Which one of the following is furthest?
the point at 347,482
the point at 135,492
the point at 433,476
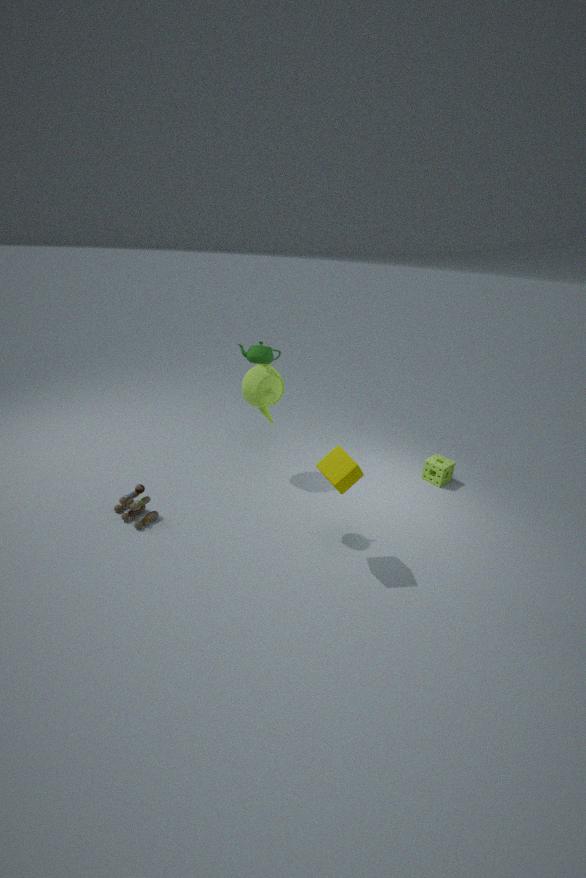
the point at 433,476
